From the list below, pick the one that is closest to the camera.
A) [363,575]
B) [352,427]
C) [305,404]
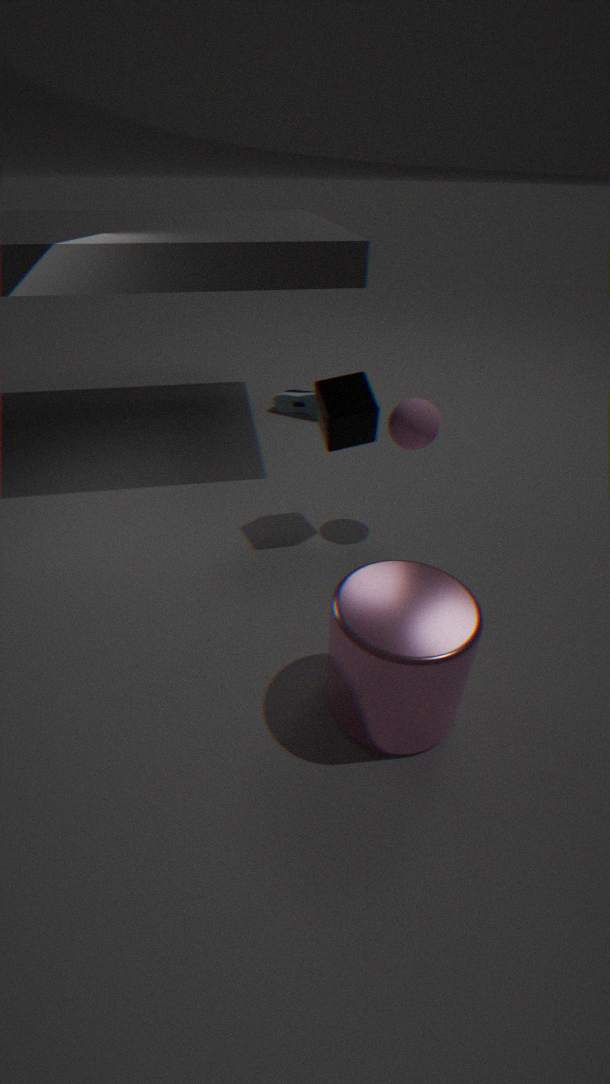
[363,575]
